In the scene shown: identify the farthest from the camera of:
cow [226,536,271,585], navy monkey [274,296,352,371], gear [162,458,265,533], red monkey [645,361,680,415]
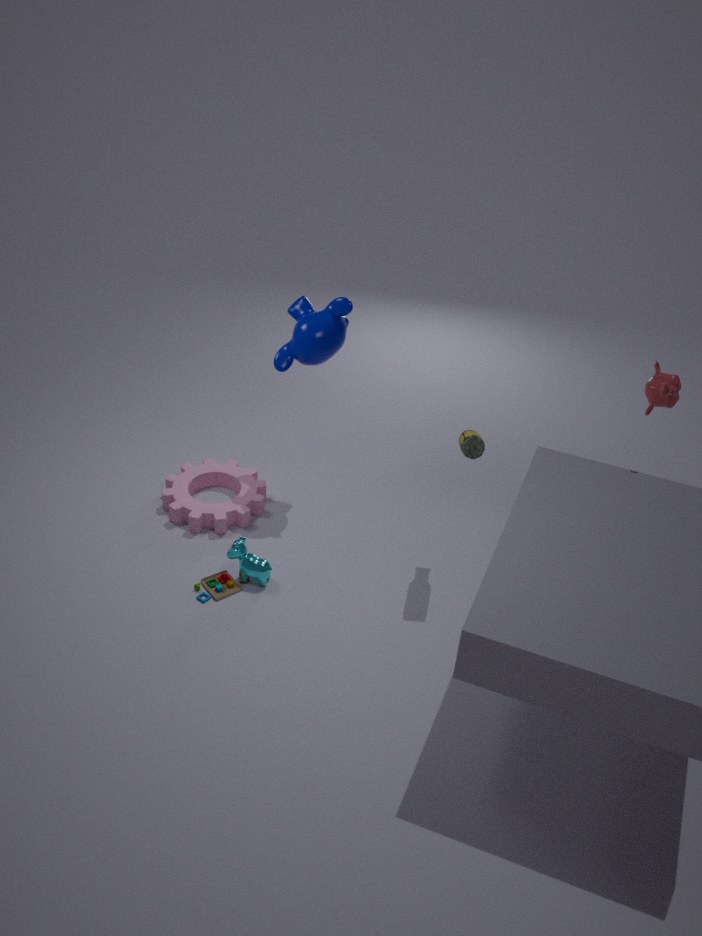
gear [162,458,265,533]
